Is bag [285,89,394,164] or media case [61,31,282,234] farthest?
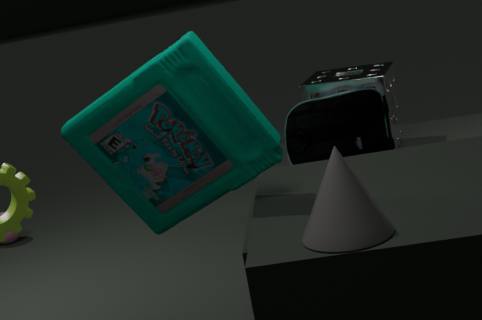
bag [285,89,394,164]
